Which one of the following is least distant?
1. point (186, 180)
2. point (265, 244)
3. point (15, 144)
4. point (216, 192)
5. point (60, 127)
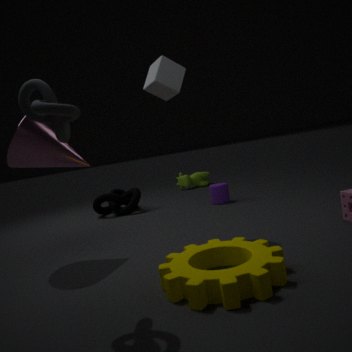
point (60, 127)
